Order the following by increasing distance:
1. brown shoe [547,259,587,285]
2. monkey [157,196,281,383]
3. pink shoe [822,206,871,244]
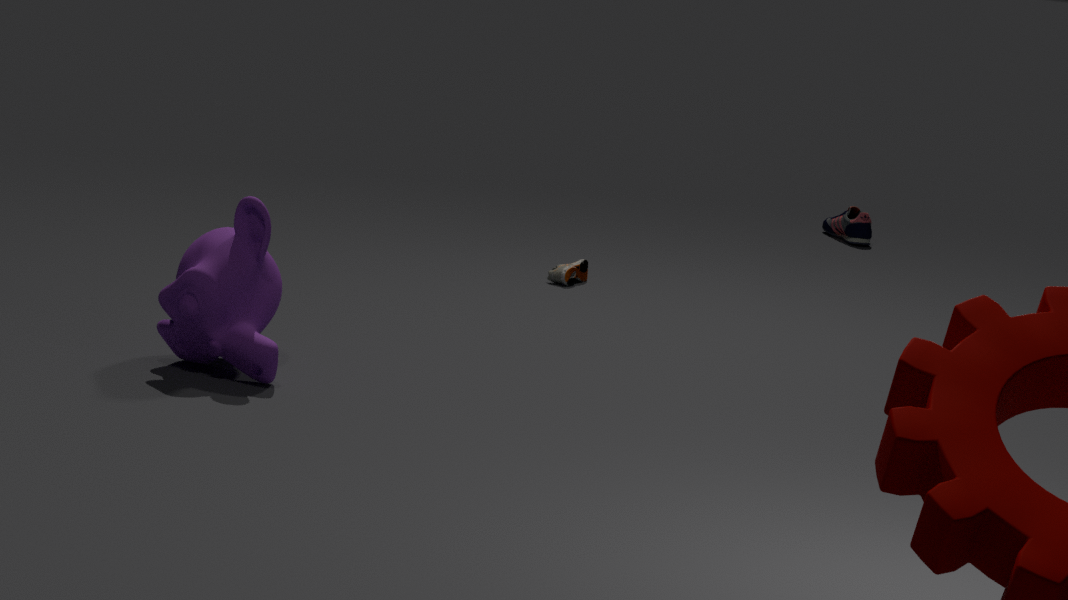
monkey [157,196,281,383] → brown shoe [547,259,587,285] → pink shoe [822,206,871,244]
